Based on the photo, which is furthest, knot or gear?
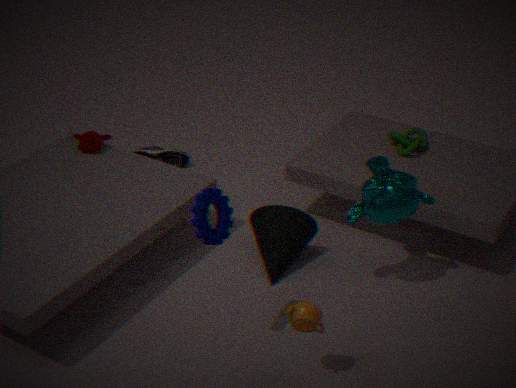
knot
